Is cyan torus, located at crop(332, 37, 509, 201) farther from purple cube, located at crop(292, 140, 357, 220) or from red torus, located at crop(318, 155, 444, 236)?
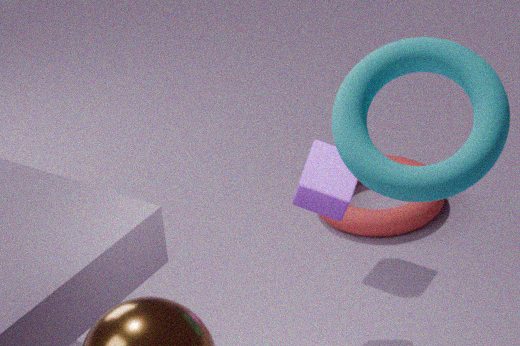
red torus, located at crop(318, 155, 444, 236)
